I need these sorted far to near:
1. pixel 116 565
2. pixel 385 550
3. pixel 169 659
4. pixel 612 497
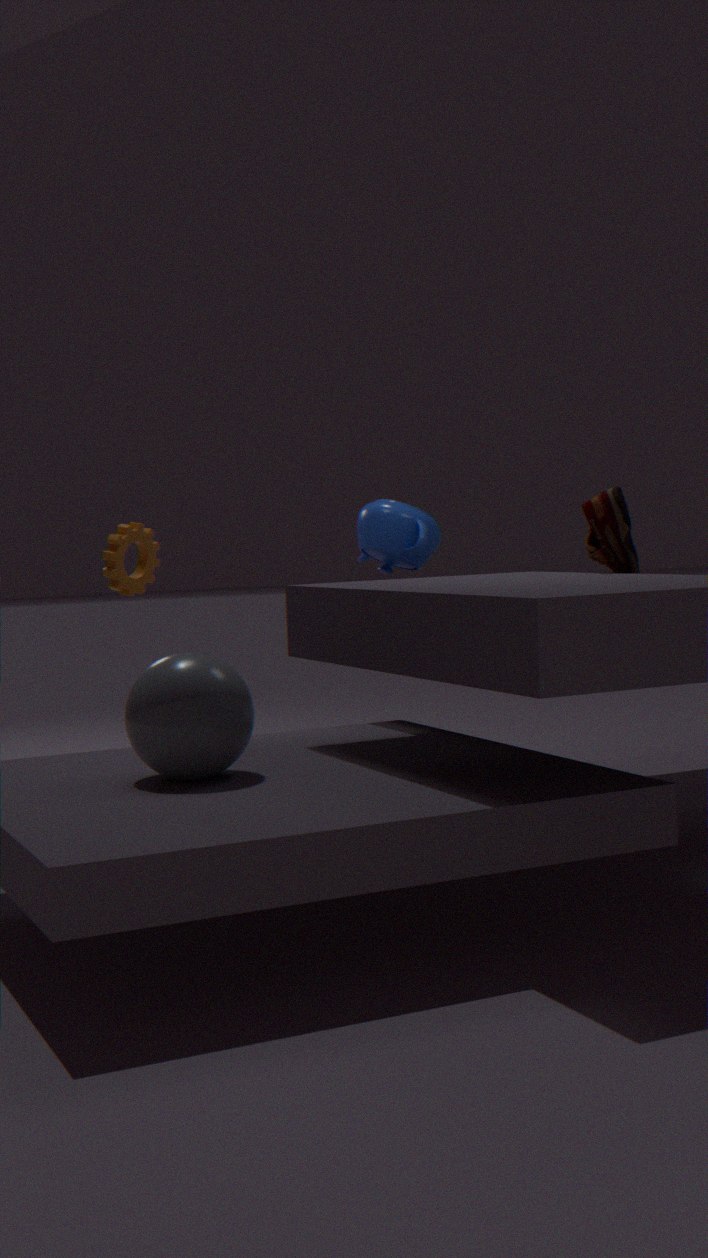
pixel 385 550, pixel 116 565, pixel 612 497, pixel 169 659
